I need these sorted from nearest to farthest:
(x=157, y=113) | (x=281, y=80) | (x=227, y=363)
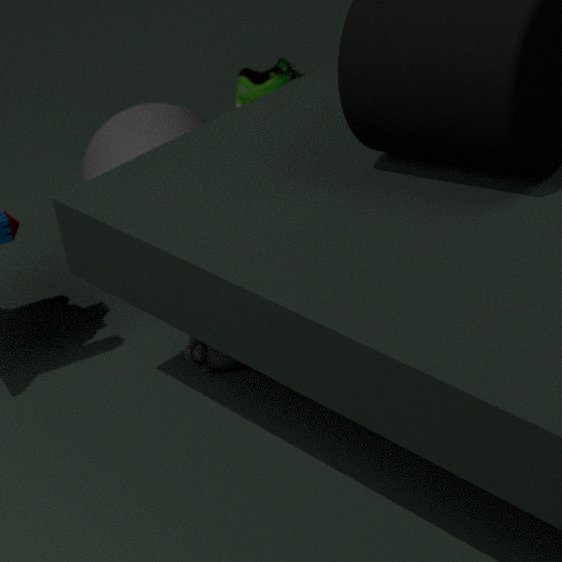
Result: 1. (x=227, y=363)
2. (x=157, y=113)
3. (x=281, y=80)
